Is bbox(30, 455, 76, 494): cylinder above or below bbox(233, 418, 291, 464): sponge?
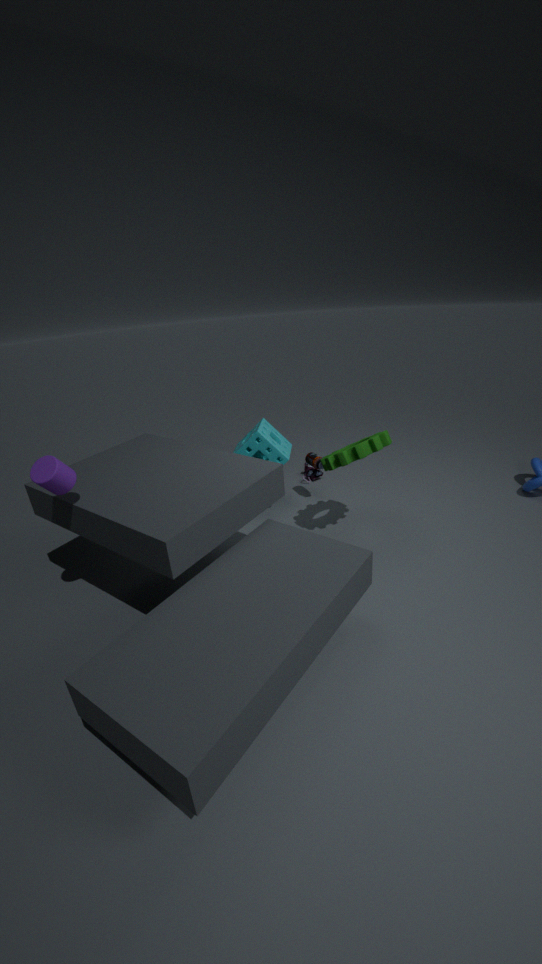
above
